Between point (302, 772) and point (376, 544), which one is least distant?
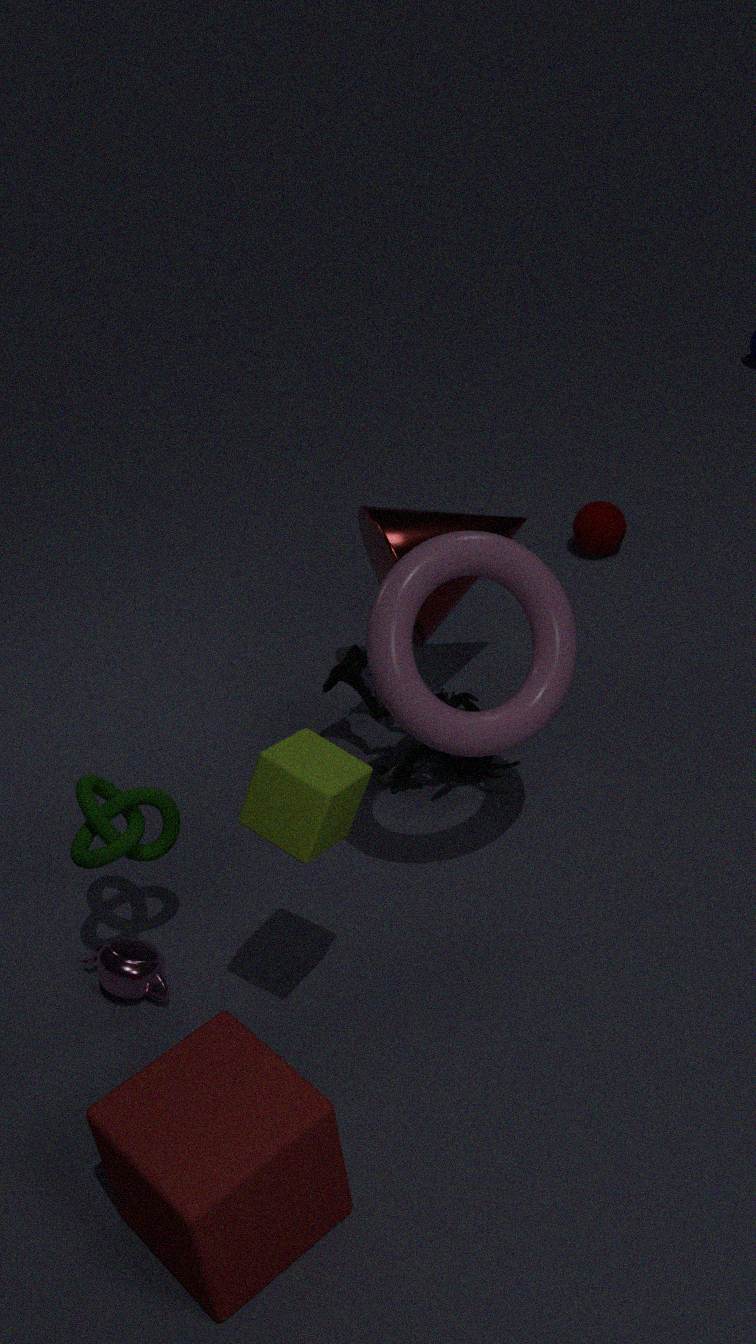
point (302, 772)
